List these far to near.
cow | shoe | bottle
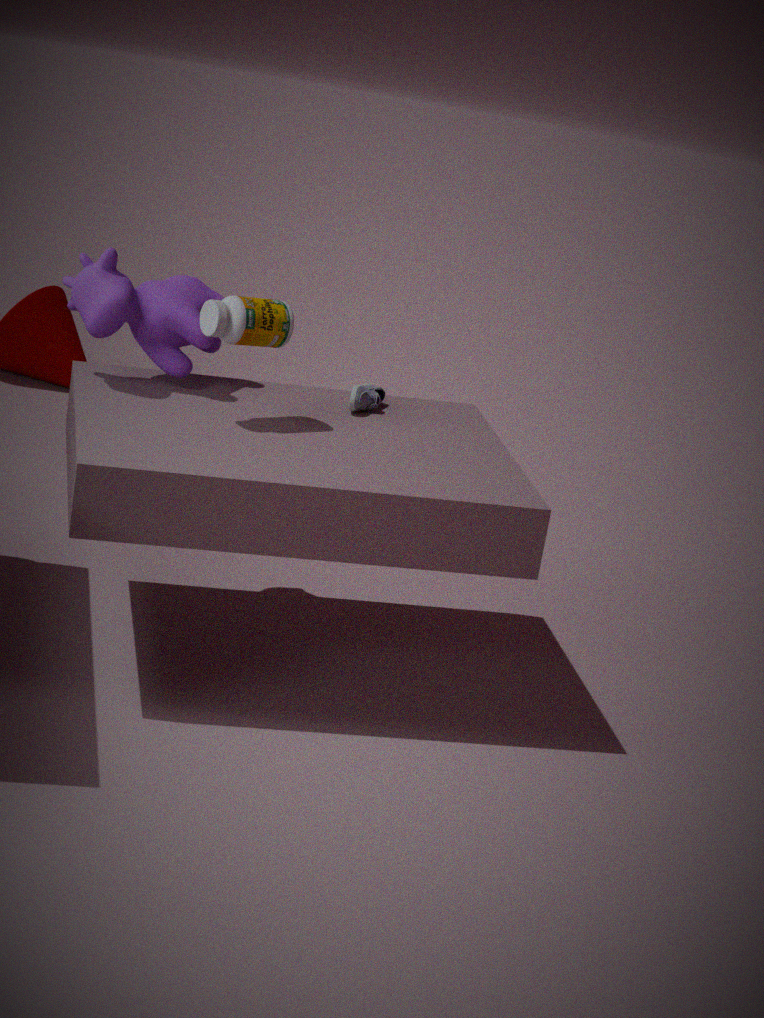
shoe, cow, bottle
